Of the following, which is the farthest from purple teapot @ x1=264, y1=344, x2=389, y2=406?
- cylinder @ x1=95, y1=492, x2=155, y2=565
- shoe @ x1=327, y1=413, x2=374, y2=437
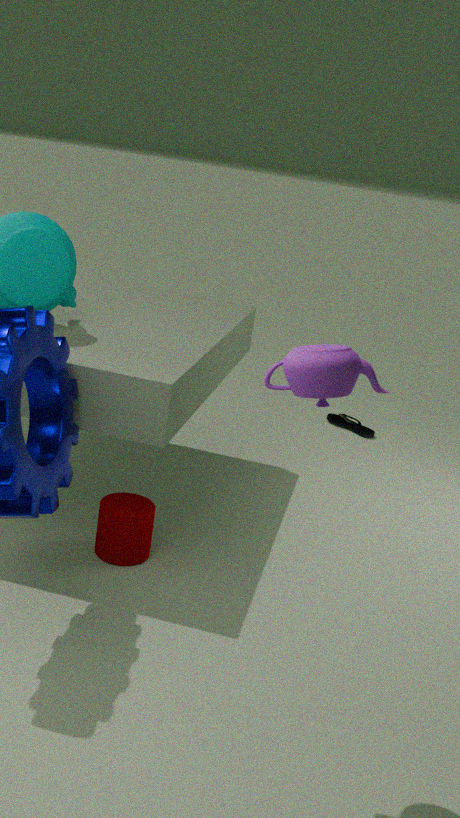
shoe @ x1=327, y1=413, x2=374, y2=437
